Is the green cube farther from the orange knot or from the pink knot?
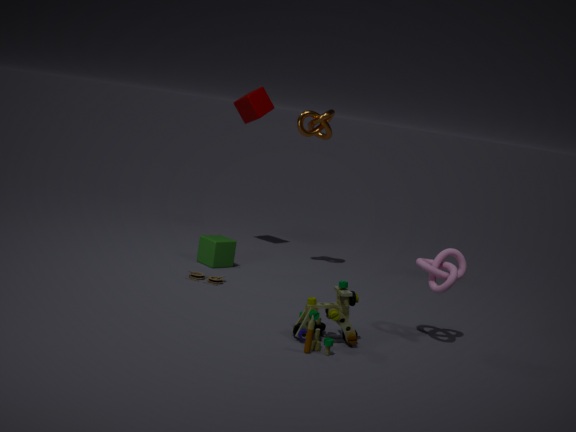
the pink knot
